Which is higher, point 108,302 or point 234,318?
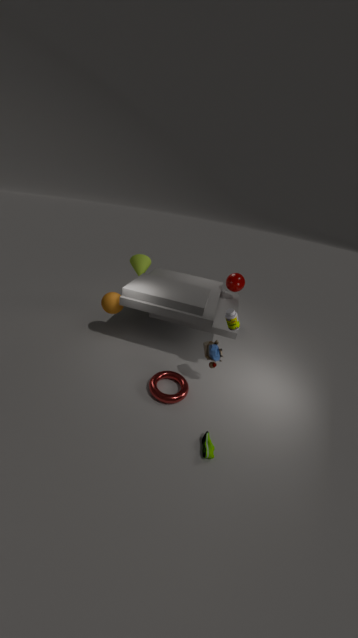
point 234,318
